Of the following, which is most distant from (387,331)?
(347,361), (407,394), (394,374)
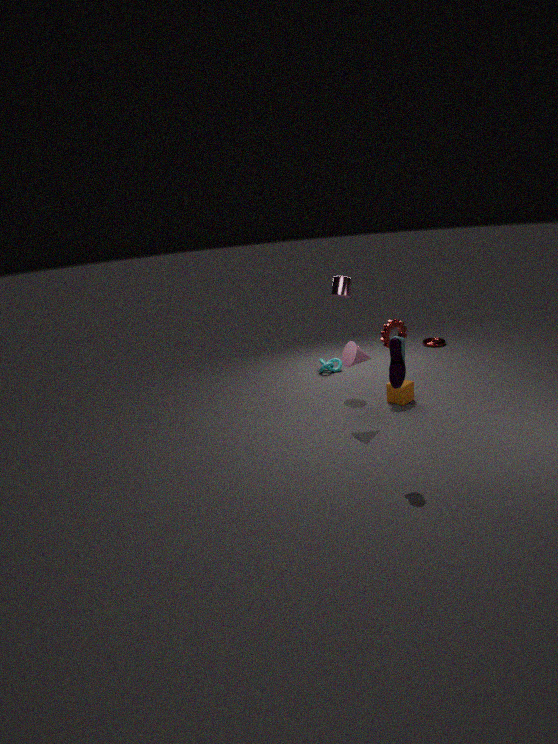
(394,374)
